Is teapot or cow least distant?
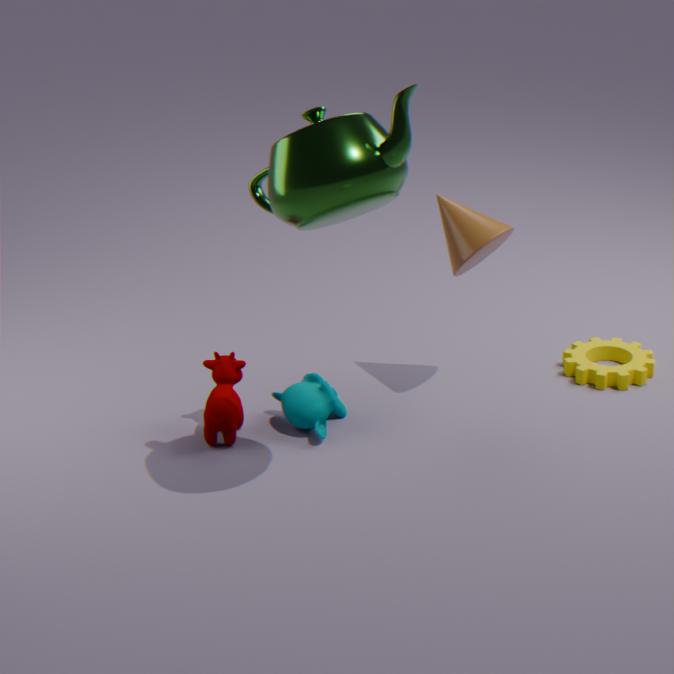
→ teapot
